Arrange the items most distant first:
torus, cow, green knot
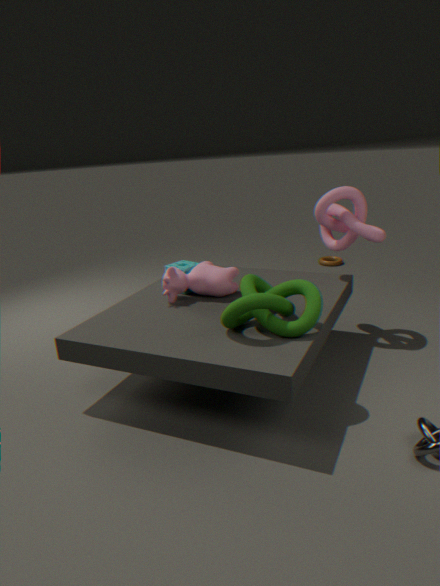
torus, cow, green knot
